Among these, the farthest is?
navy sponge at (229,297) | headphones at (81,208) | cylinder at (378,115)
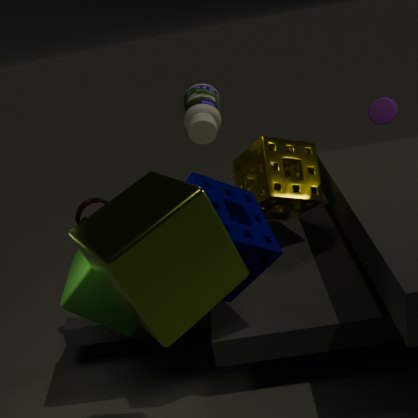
cylinder at (378,115)
